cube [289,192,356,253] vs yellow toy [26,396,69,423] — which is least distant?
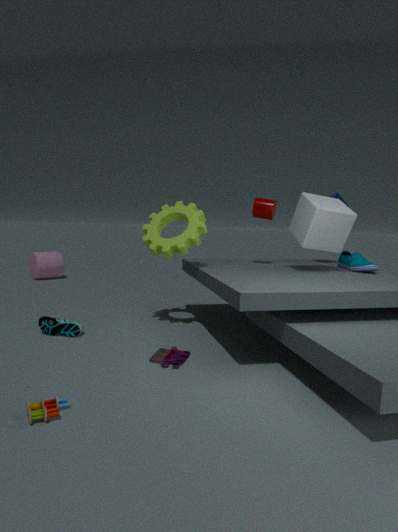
yellow toy [26,396,69,423]
